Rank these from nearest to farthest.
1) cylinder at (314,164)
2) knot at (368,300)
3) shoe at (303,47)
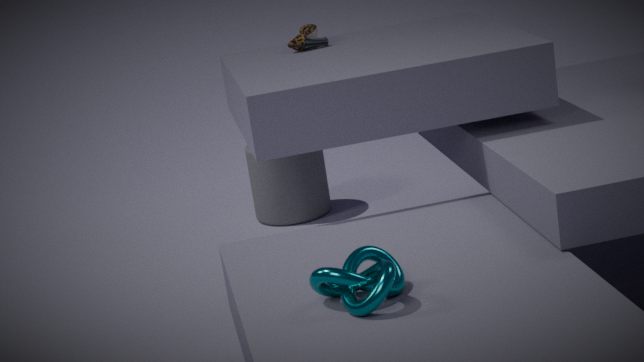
2. knot at (368,300) < 3. shoe at (303,47) < 1. cylinder at (314,164)
